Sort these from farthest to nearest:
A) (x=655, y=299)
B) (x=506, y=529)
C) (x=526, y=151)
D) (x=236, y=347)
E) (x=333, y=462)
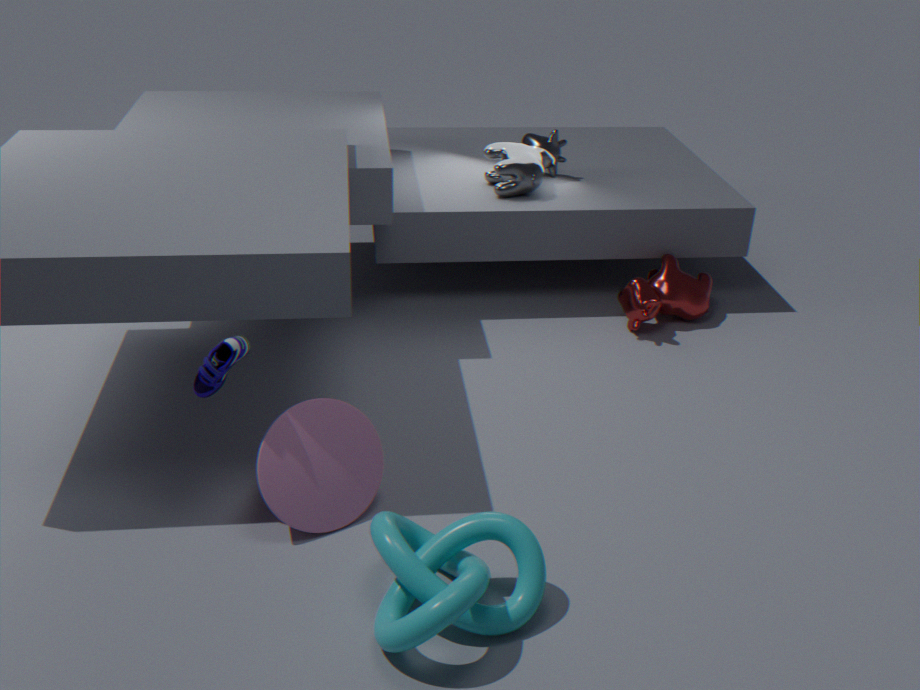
(x=526, y=151), (x=655, y=299), (x=333, y=462), (x=236, y=347), (x=506, y=529)
